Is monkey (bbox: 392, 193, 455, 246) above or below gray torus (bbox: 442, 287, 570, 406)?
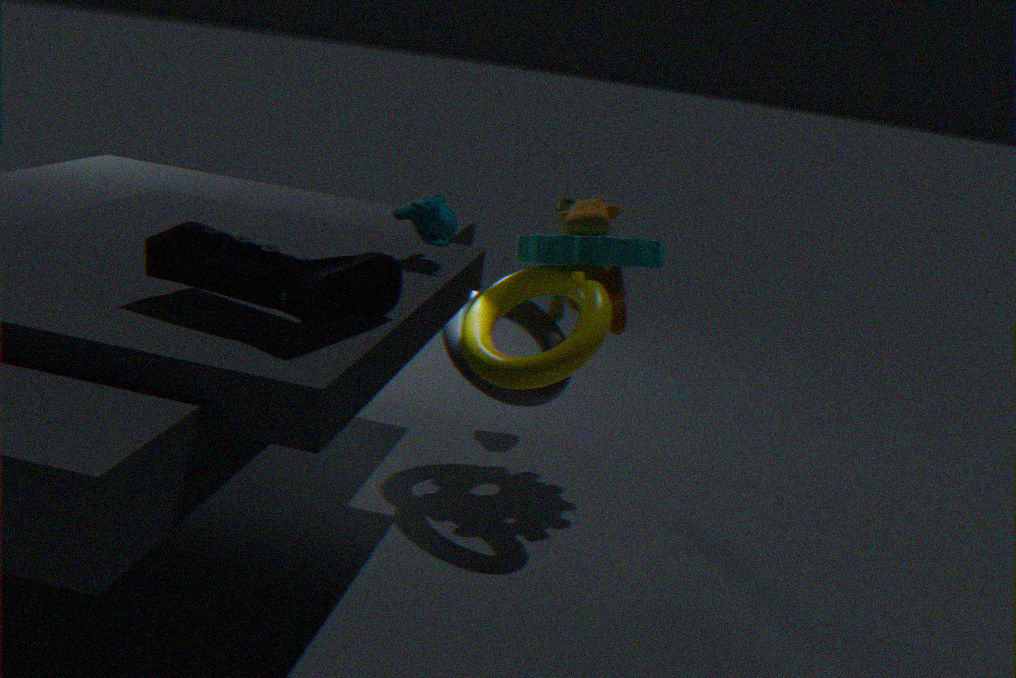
above
